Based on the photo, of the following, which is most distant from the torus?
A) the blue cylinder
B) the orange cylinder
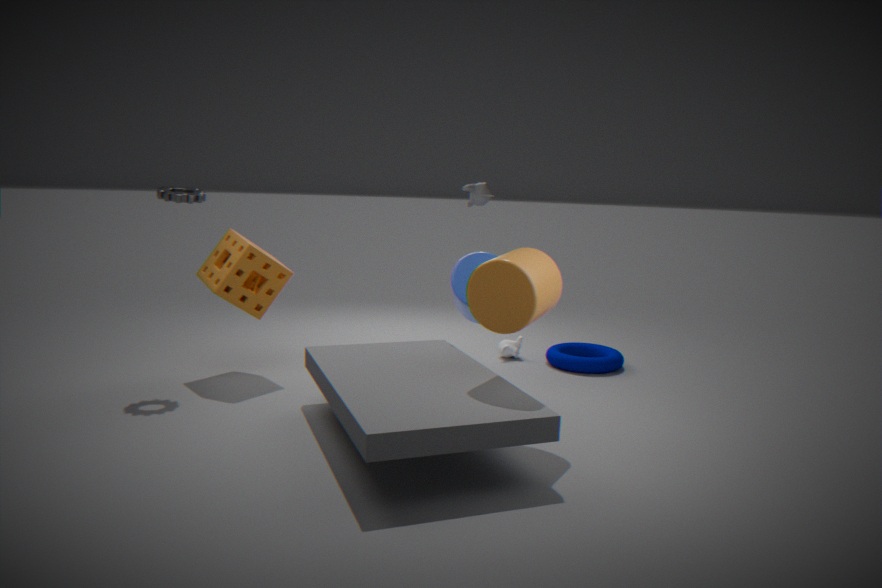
the orange cylinder
